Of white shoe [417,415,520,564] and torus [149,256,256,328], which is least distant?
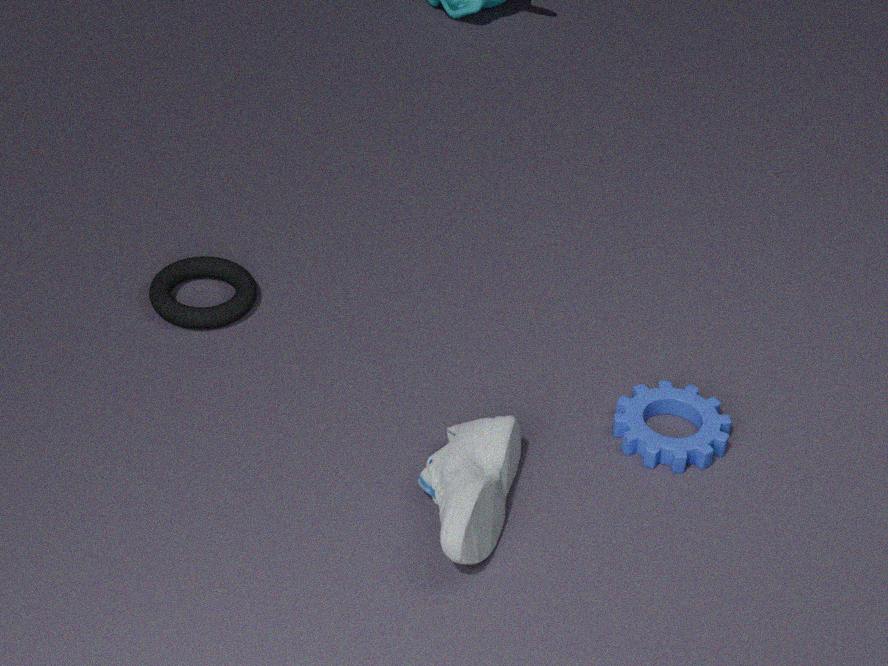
white shoe [417,415,520,564]
